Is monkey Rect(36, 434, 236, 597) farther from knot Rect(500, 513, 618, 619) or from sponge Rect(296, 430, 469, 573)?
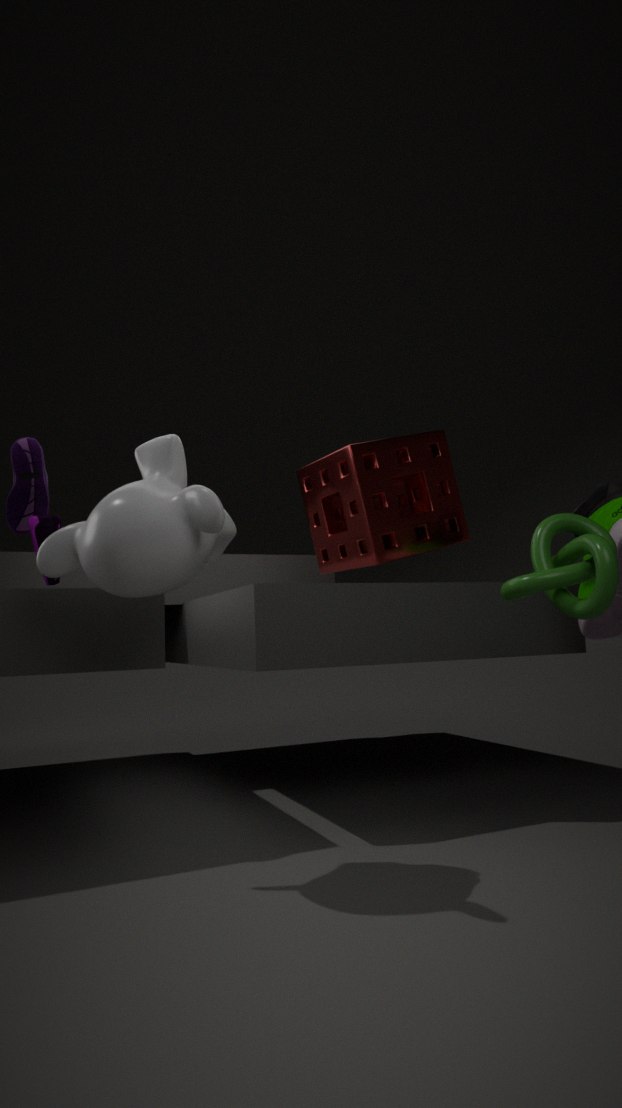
knot Rect(500, 513, 618, 619)
